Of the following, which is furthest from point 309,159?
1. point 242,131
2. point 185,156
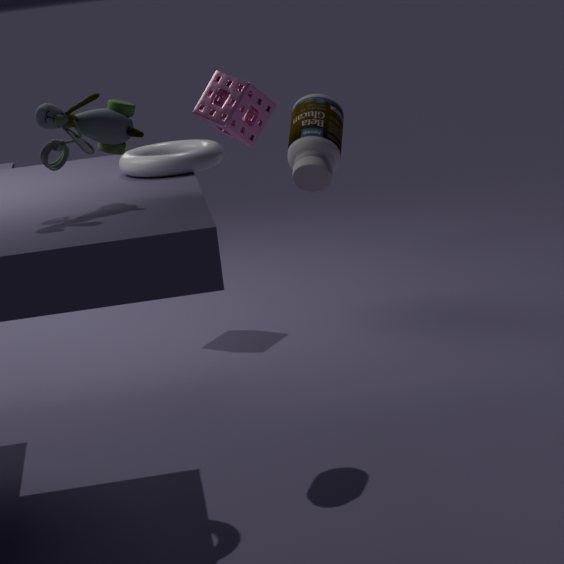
point 242,131
